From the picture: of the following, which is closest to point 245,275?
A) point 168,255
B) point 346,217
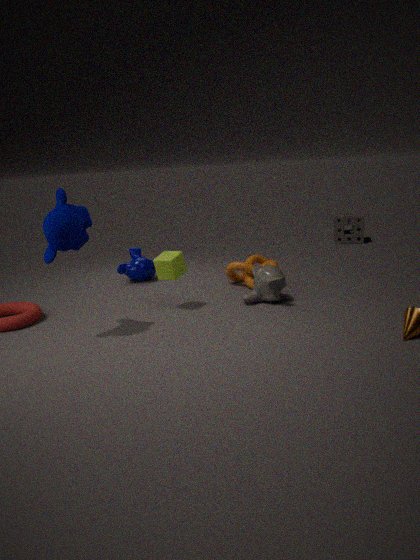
point 168,255
